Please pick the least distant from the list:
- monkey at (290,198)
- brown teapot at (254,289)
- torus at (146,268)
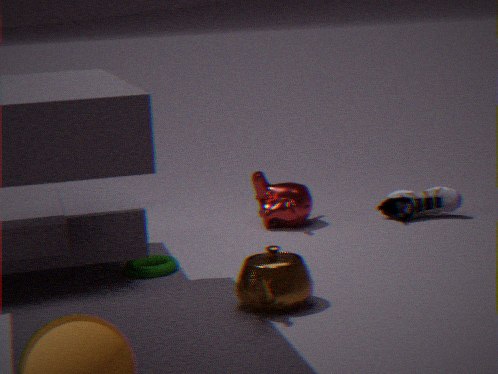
brown teapot at (254,289)
